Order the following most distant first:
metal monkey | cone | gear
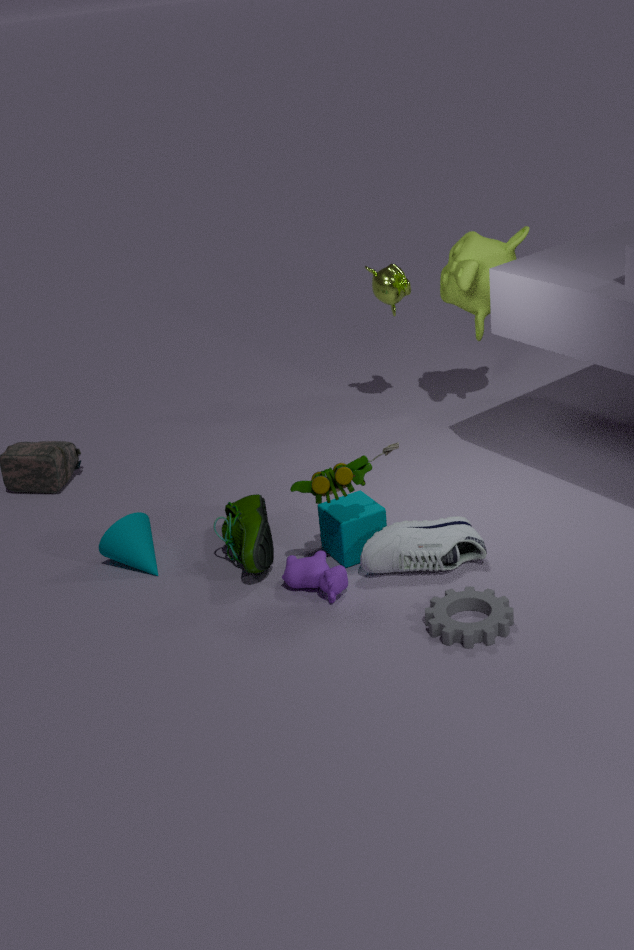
metal monkey
cone
gear
